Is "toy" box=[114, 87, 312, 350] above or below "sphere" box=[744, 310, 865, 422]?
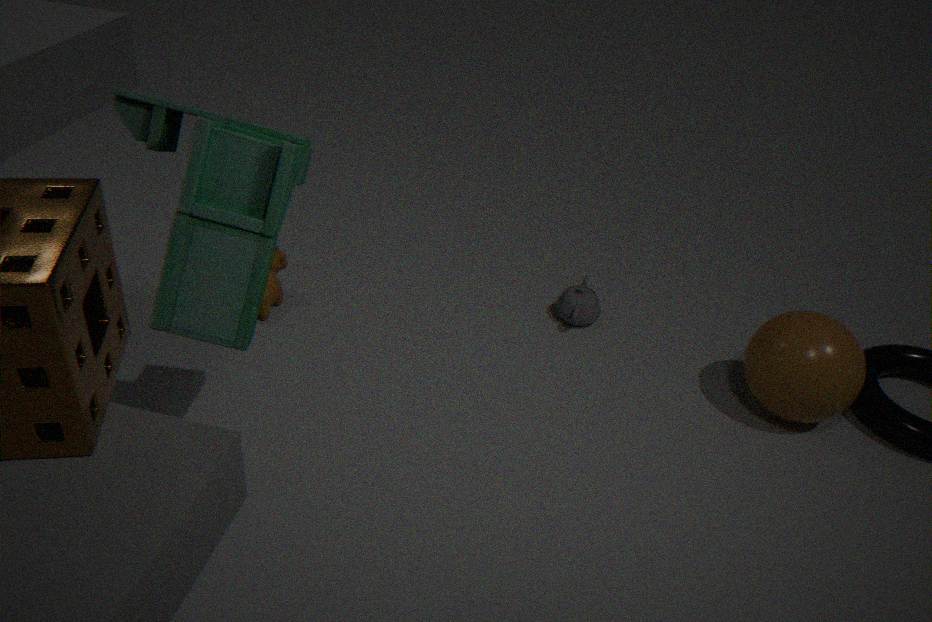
above
